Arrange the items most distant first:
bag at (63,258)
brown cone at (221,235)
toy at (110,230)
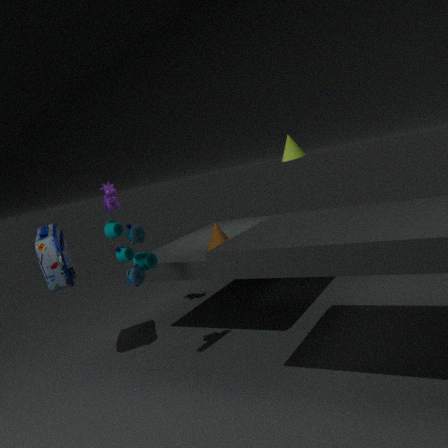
brown cone at (221,235) < bag at (63,258) < toy at (110,230)
